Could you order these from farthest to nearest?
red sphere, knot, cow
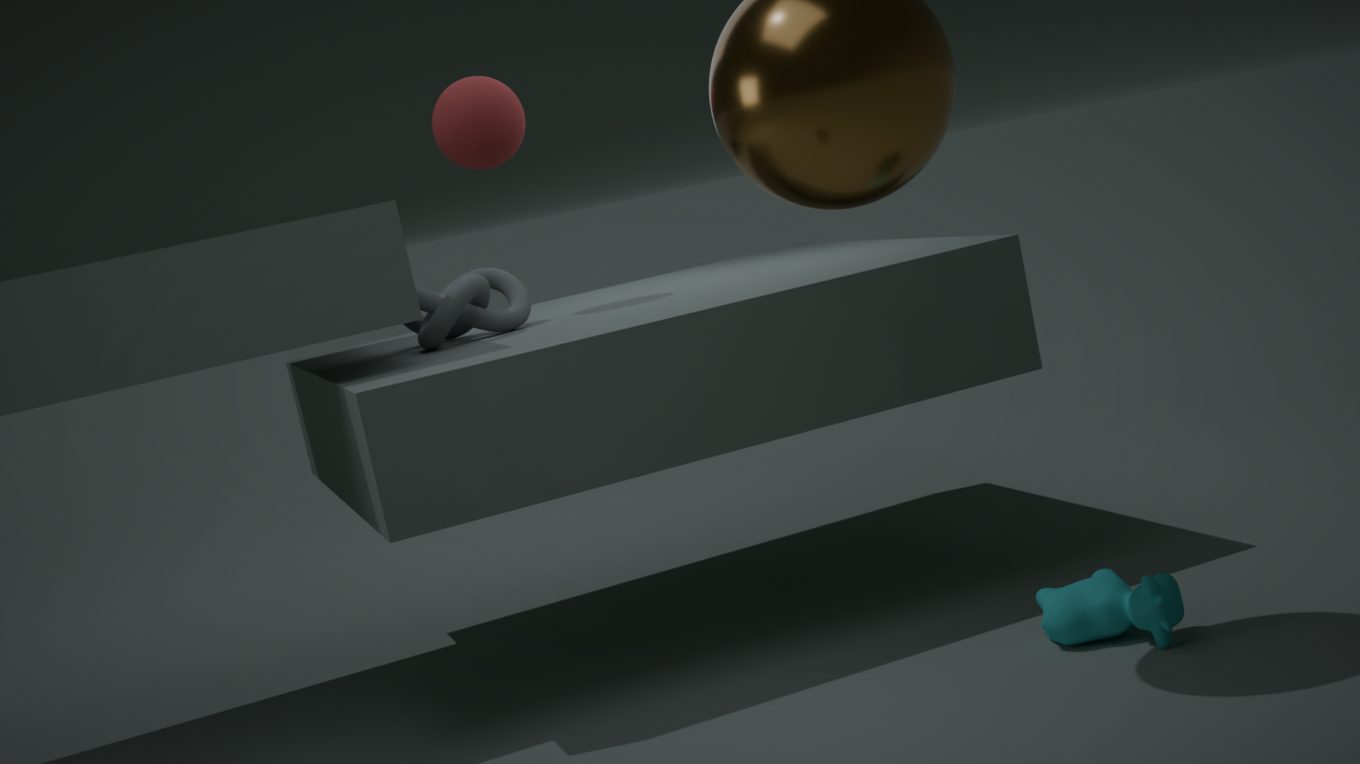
red sphere, knot, cow
